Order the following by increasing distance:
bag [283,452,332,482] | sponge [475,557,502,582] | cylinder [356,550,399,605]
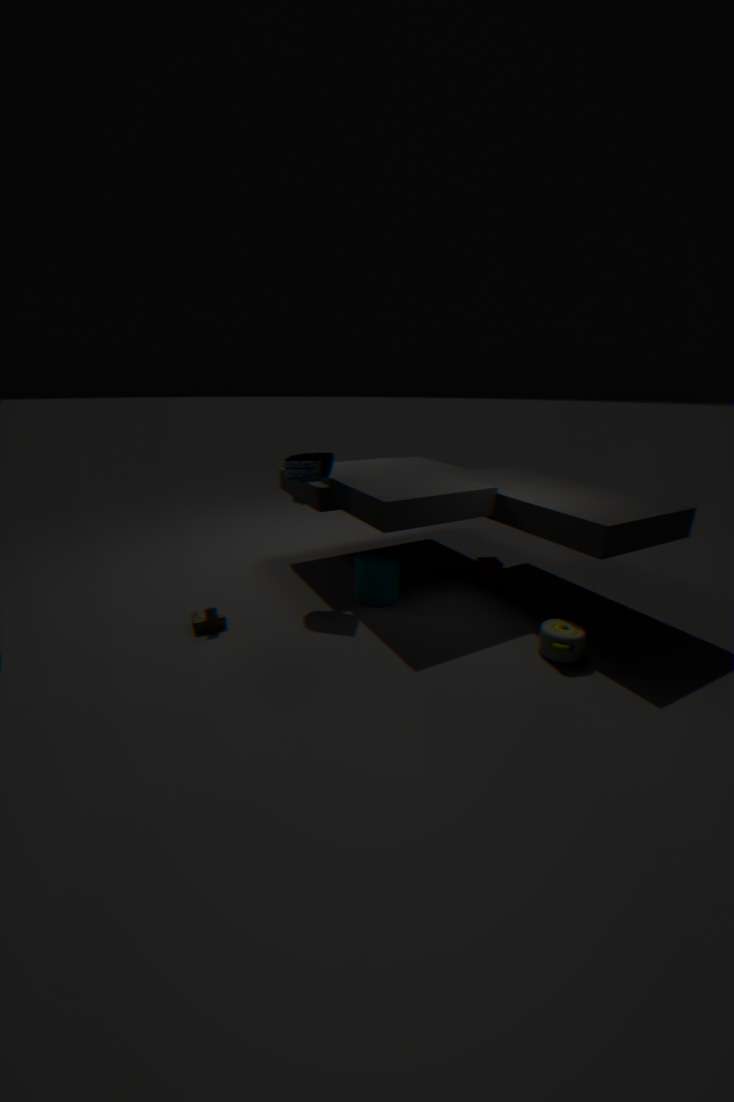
cylinder [356,550,399,605], bag [283,452,332,482], sponge [475,557,502,582]
